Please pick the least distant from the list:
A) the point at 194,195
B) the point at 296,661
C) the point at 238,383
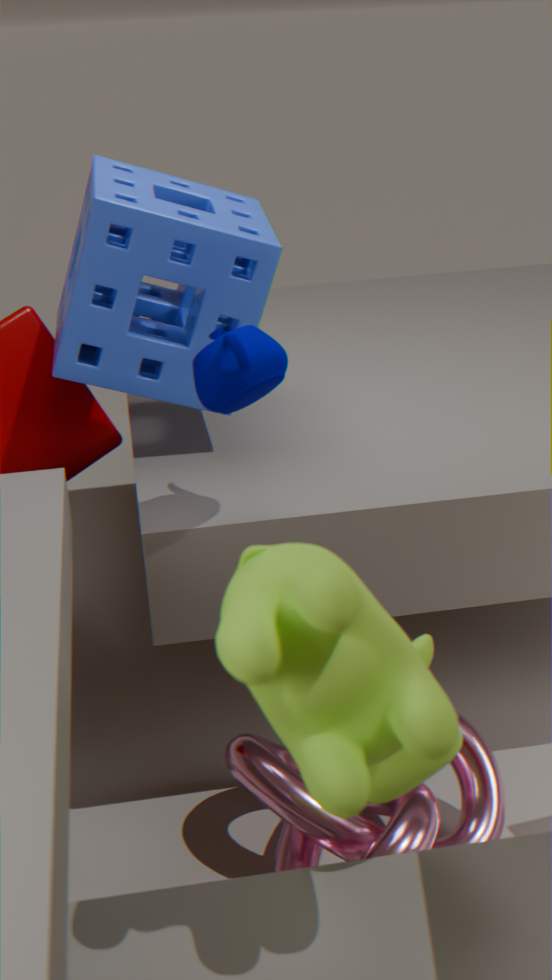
the point at 296,661
